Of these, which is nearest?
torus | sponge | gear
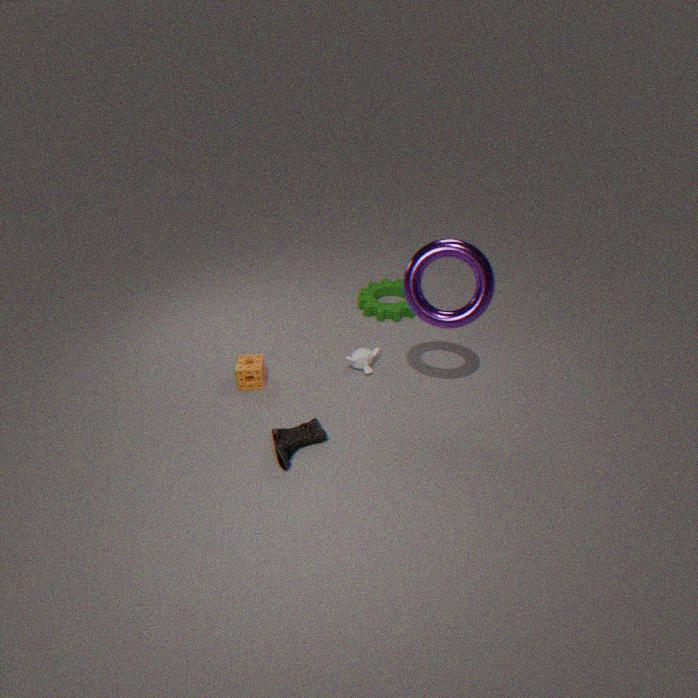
torus
